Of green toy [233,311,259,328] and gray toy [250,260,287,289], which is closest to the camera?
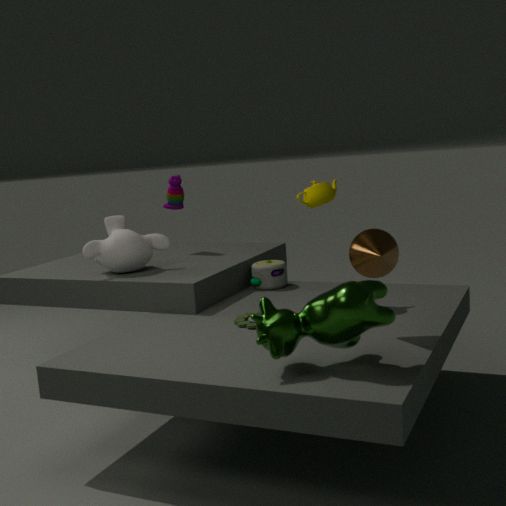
green toy [233,311,259,328]
